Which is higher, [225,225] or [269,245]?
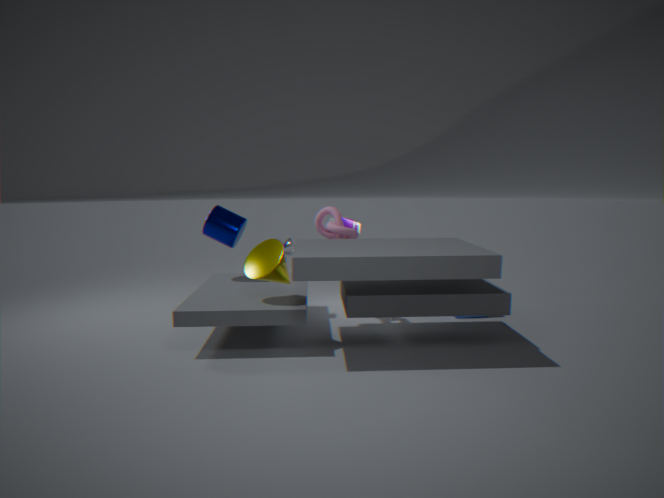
[225,225]
